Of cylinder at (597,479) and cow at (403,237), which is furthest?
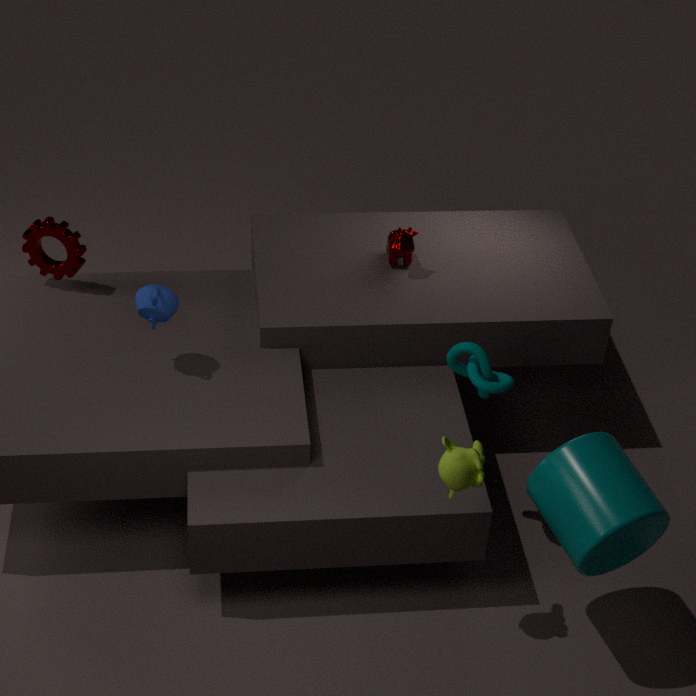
cow at (403,237)
